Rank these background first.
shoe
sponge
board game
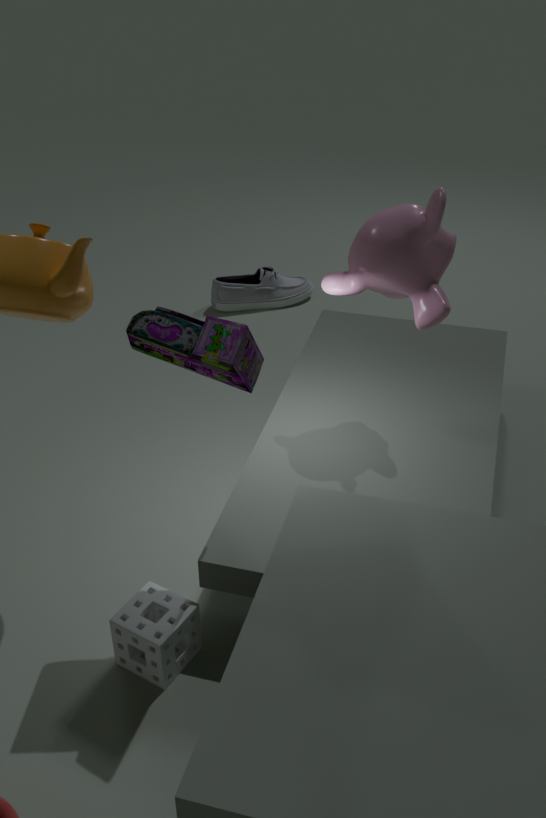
shoe
sponge
board game
